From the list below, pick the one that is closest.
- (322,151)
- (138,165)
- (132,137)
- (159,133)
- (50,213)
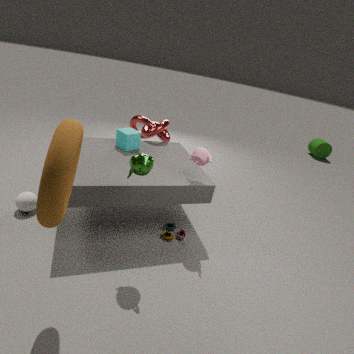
(50,213)
